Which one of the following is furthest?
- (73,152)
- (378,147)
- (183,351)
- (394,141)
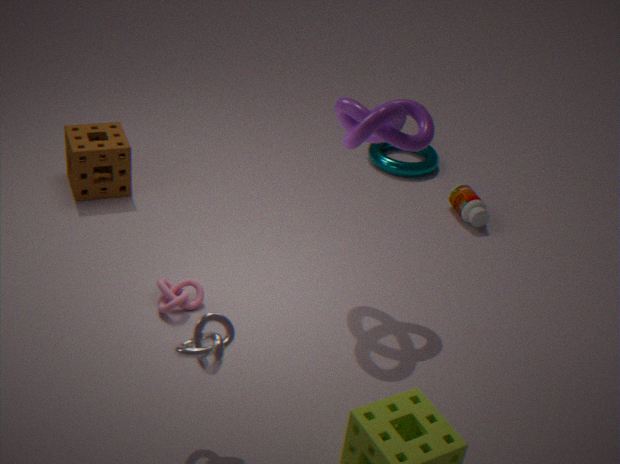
(378,147)
